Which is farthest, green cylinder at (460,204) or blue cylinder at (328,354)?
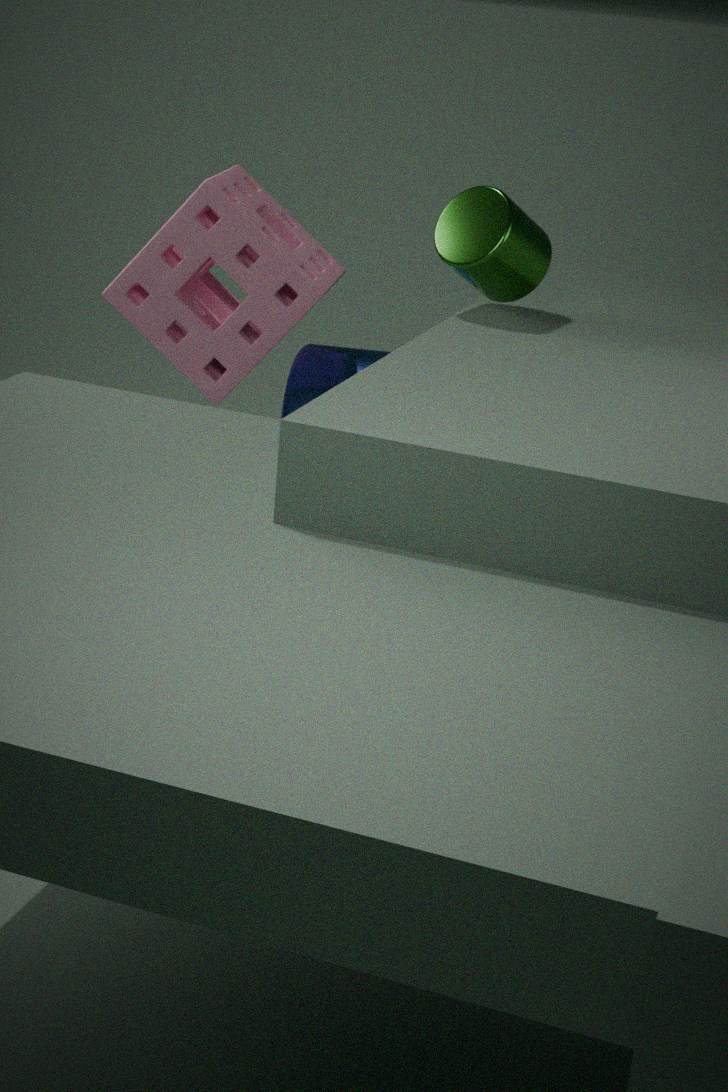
blue cylinder at (328,354)
